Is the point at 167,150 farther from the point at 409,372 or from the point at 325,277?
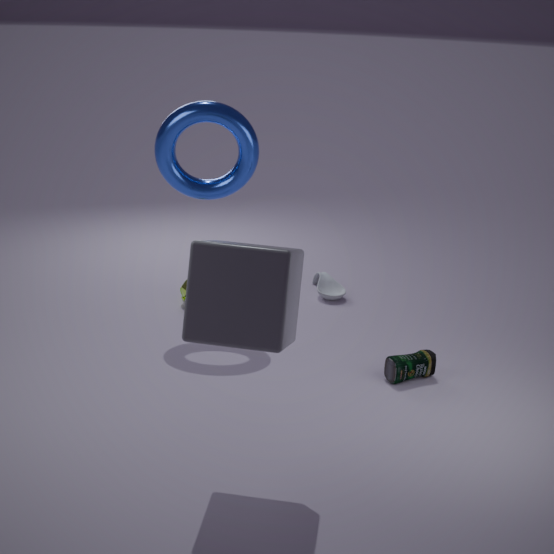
the point at 409,372
